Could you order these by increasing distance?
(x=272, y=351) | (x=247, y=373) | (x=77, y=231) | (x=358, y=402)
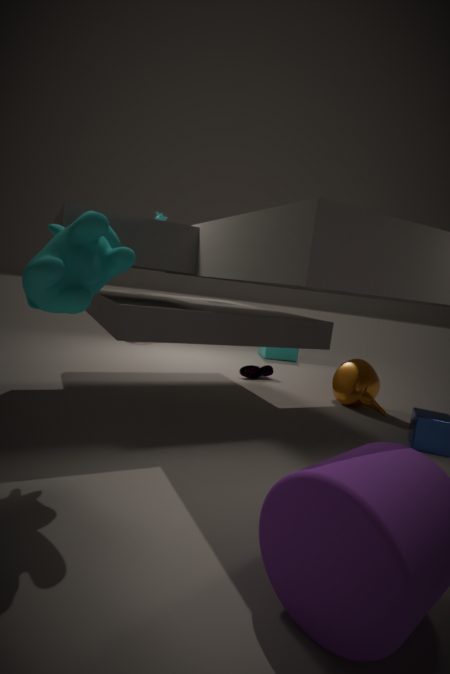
(x=77, y=231) → (x=358, y=402) → (x=247, y=373) → (x=272, y=351)
